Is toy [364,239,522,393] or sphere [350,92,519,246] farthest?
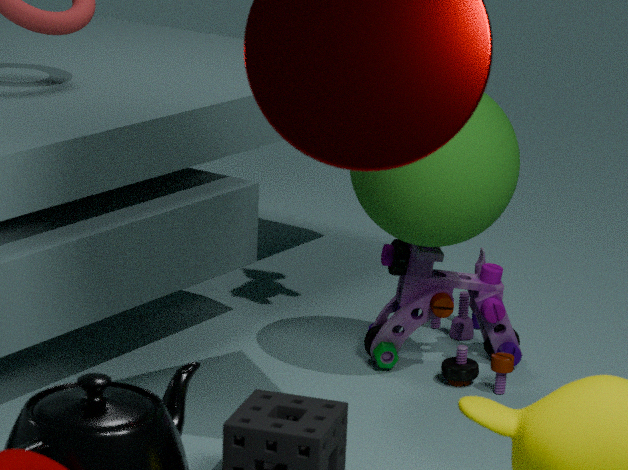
toy [364,239,522,393]
